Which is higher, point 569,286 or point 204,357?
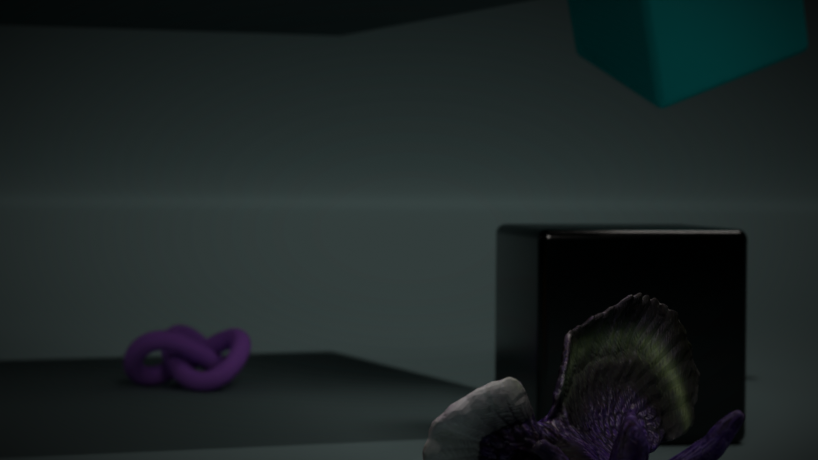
point 569,286
